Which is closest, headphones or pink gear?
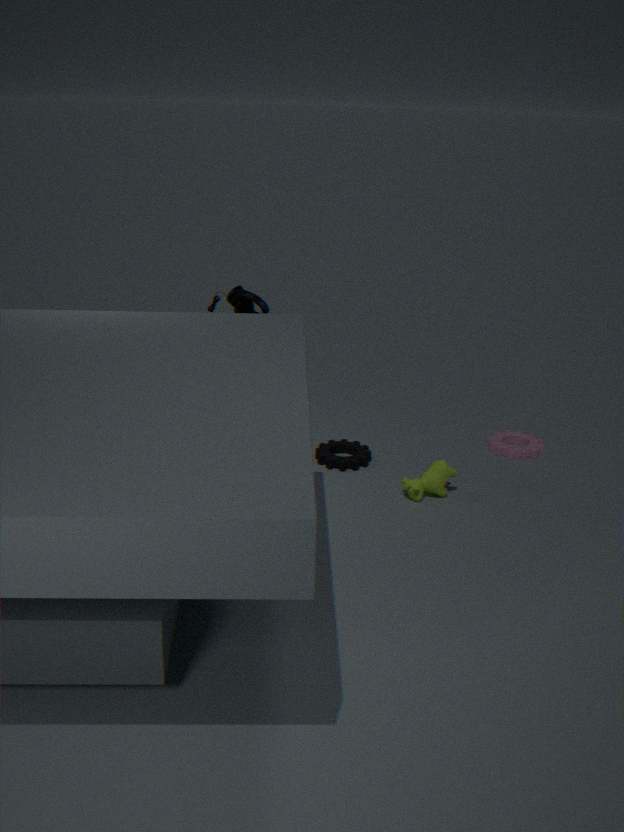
headphones
